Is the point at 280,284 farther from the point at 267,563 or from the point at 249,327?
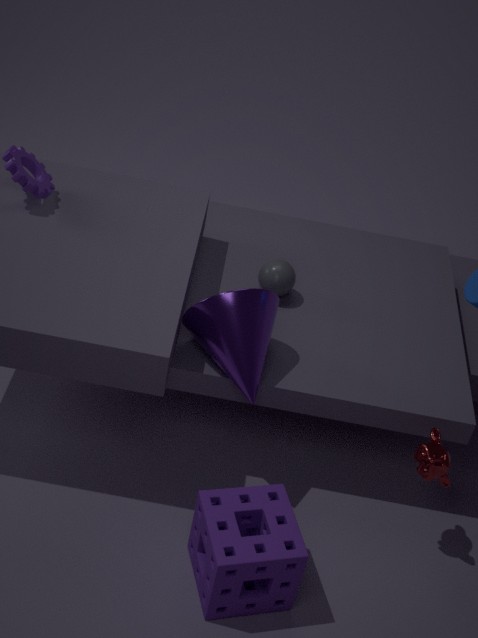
the point at 267,563
